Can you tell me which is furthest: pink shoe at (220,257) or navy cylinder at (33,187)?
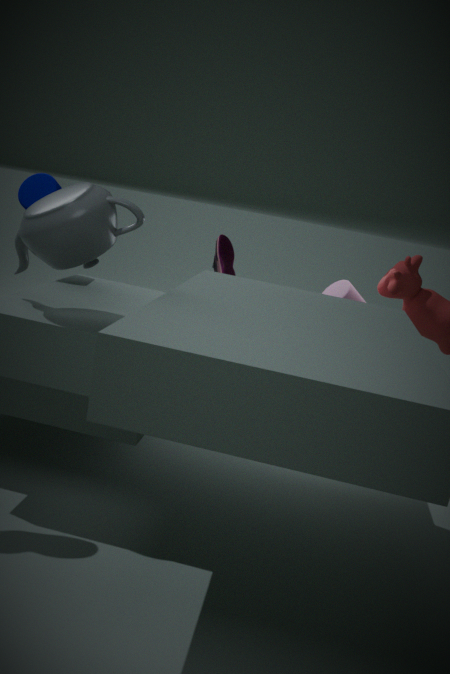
pink shoe at (220,257)
